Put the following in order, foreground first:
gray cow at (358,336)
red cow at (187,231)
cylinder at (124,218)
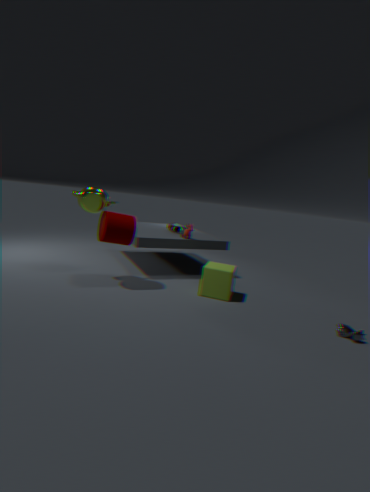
gray cow at (358,336) < cylinder at (124,218) < red cow at (187,231)
